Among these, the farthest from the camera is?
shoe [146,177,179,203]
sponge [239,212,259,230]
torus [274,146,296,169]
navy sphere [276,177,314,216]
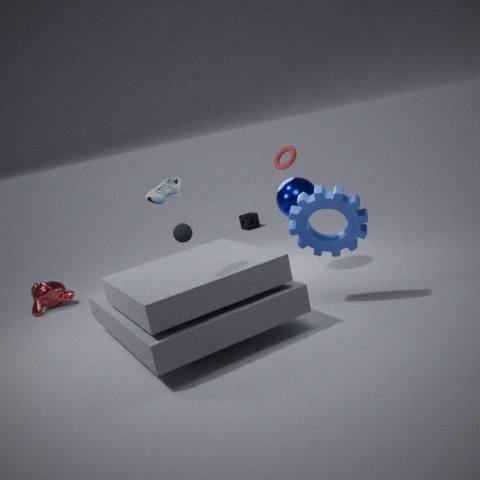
sponge [239,212,259,230]
